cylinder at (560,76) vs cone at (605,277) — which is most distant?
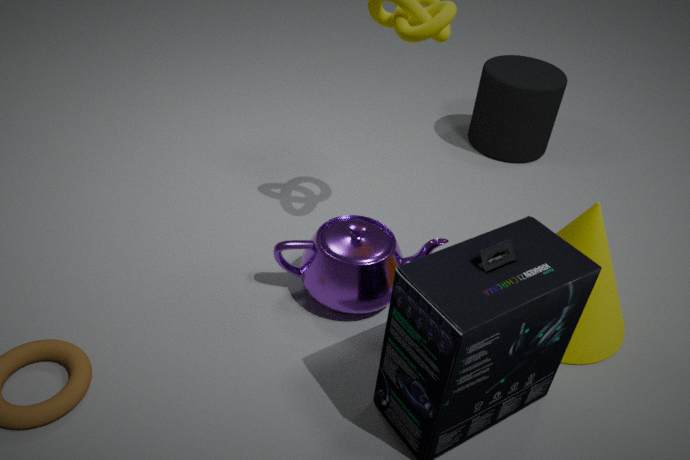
cylinder at (560,76)
